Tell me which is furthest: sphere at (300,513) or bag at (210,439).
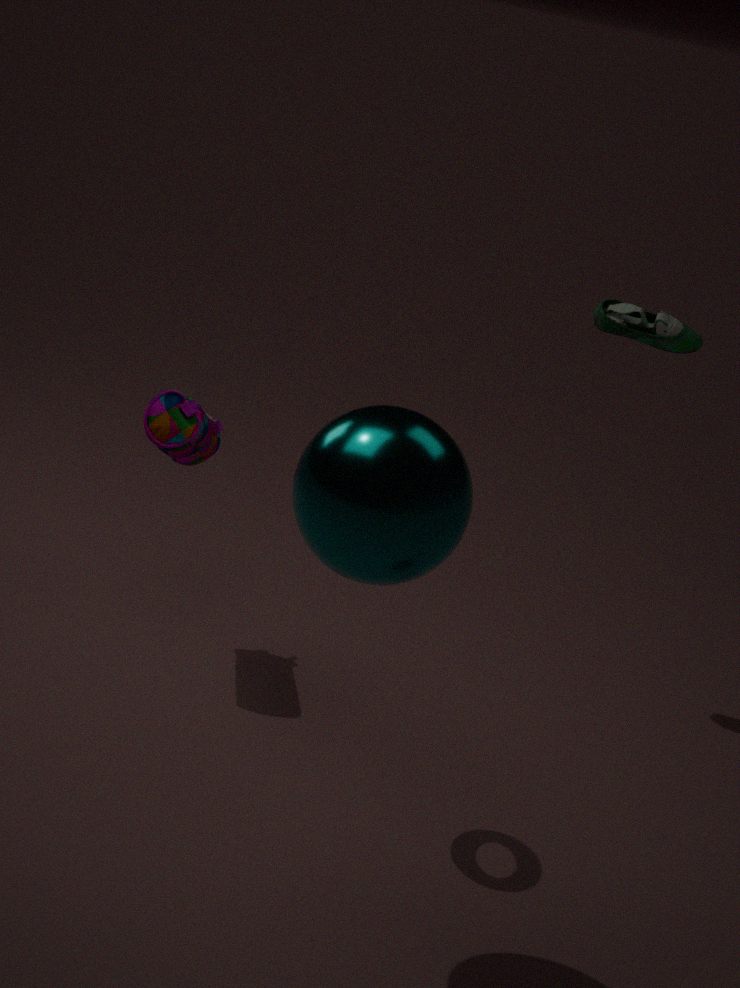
bag at (210,439)
